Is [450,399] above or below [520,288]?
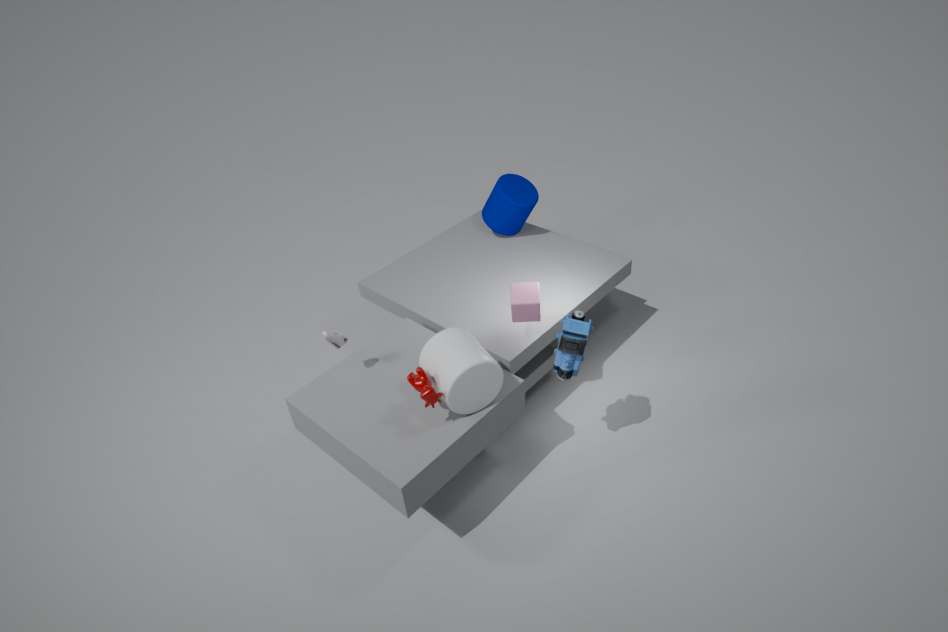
below
